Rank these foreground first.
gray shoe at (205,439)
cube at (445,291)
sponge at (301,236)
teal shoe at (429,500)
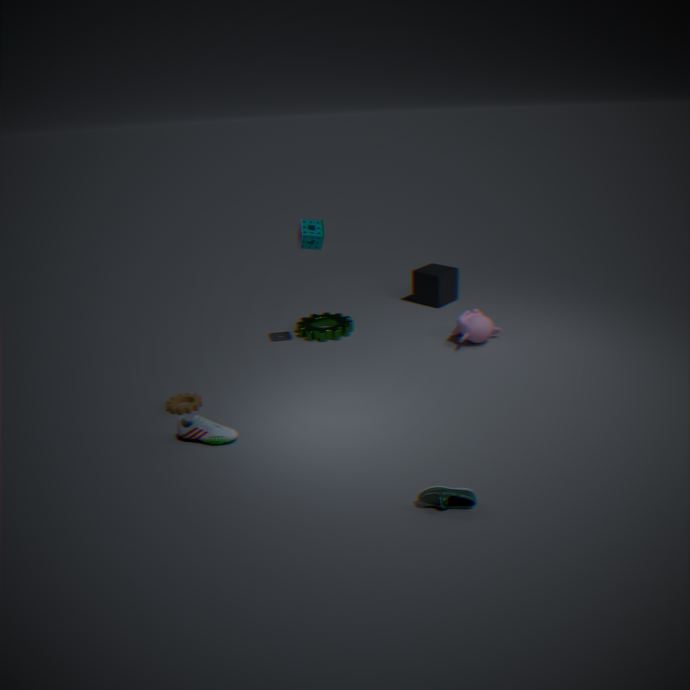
teal shoe at (429,500)
gray shoe at (205,439)
sponge at (301,236)
cube at (445,291)
